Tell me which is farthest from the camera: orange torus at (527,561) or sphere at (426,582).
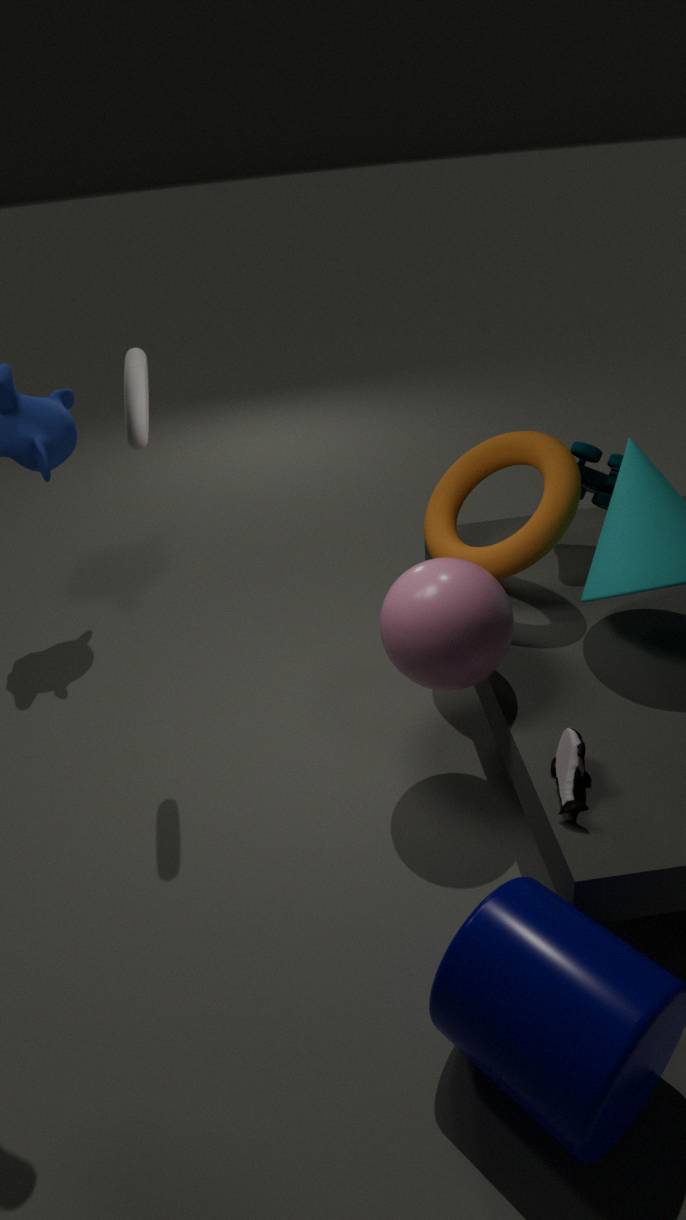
orange torus at (527,561)
